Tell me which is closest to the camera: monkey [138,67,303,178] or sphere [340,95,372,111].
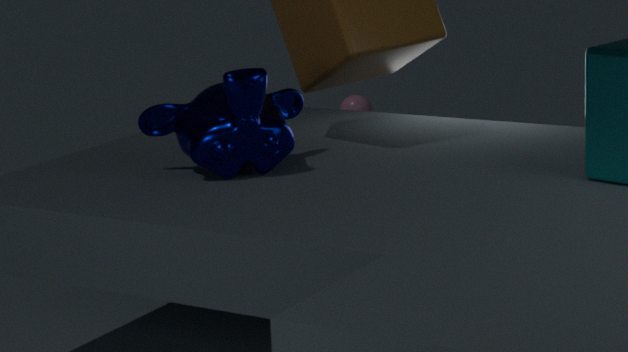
monkey [138,67,303,178]
